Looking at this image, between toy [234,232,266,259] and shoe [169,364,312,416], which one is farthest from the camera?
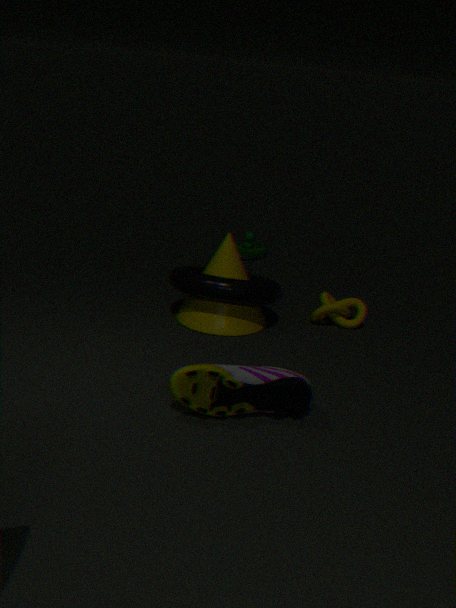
toy [234,232,266,259]
